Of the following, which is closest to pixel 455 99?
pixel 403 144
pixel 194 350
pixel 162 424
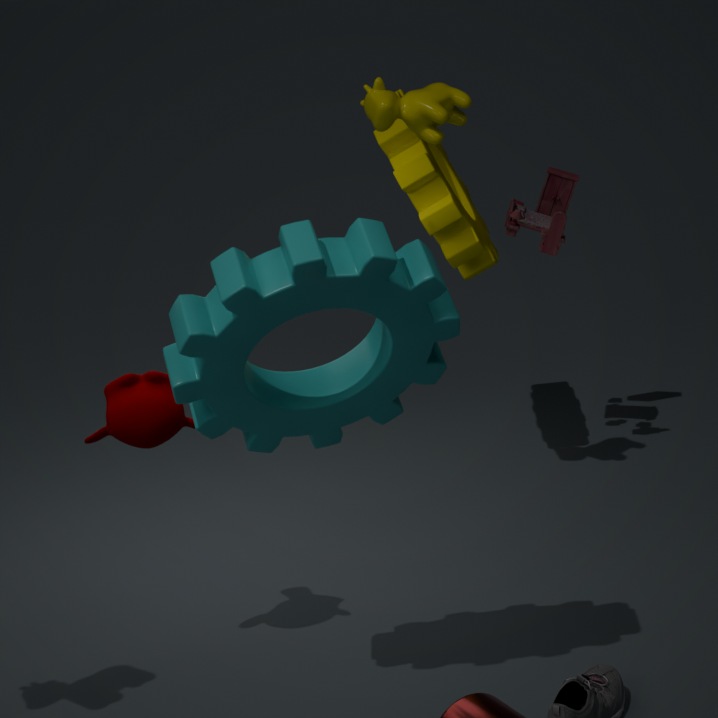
pixel 403 144
